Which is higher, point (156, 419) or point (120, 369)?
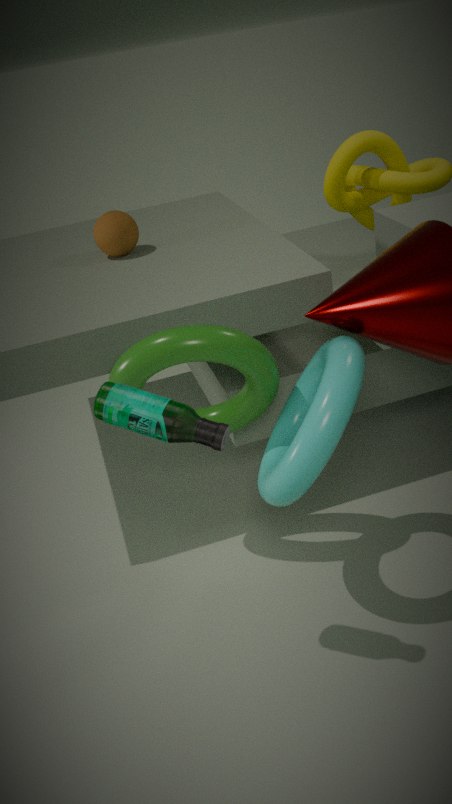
point (156, 419)
